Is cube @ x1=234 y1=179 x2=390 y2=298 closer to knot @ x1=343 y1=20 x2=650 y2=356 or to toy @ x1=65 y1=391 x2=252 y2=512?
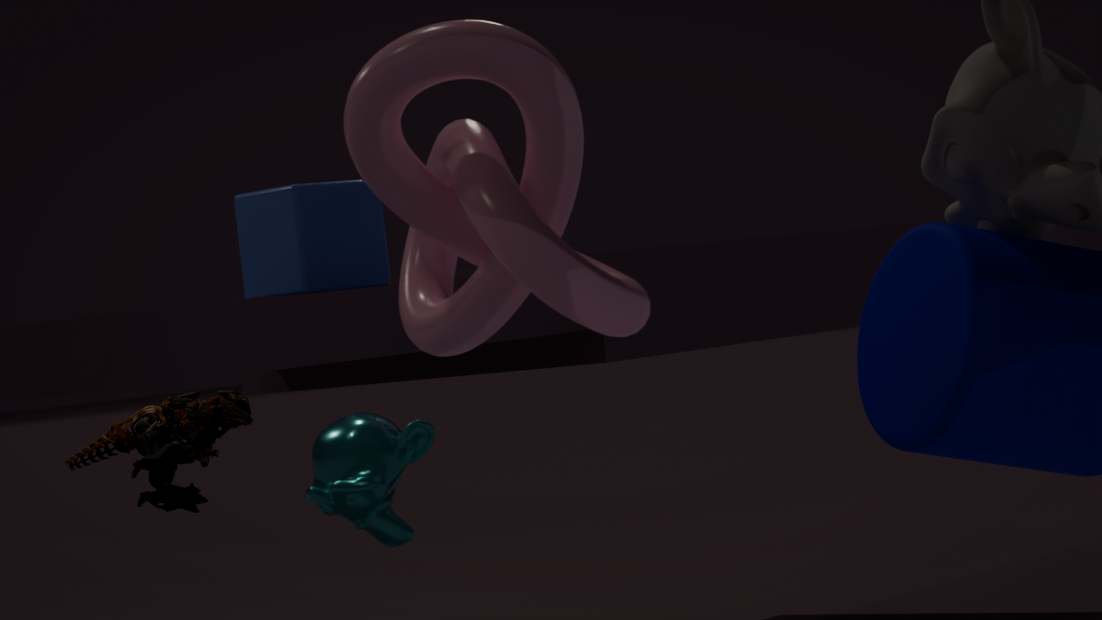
knot @ x1=343 y1=20 x2=650 y2=356
